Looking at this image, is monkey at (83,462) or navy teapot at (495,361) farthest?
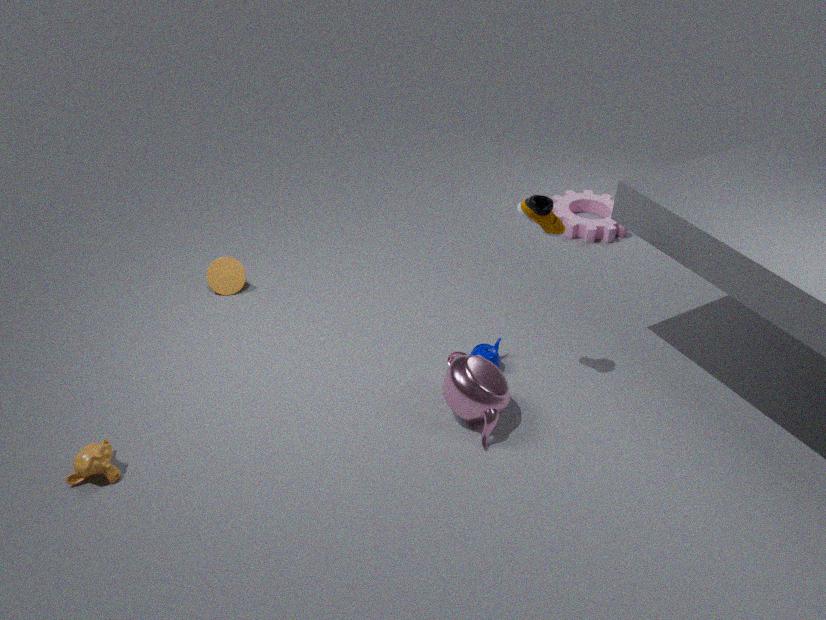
navy teapot at (495,361)
